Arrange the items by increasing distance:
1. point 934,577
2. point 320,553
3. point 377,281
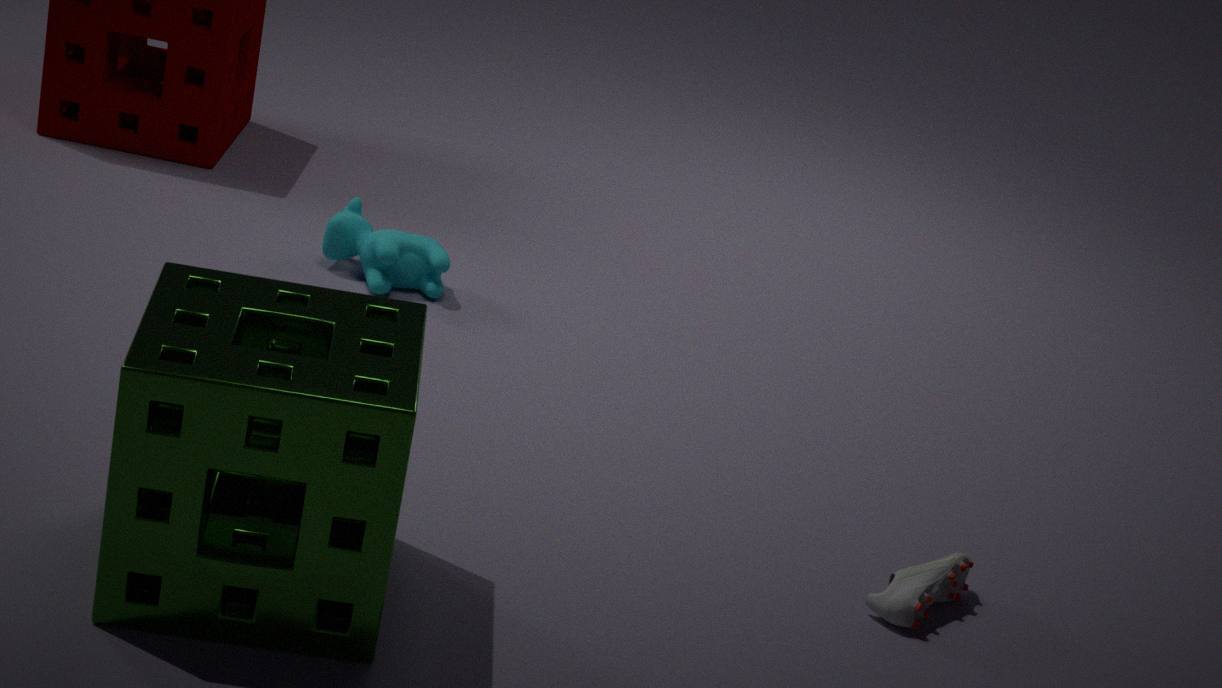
point 320,553 → point 934,577 → point 377,281
